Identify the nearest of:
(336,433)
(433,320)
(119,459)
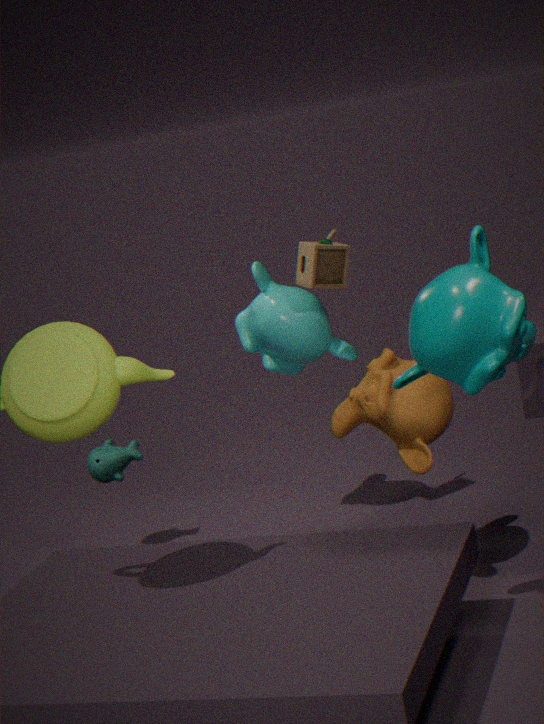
(433,320)
